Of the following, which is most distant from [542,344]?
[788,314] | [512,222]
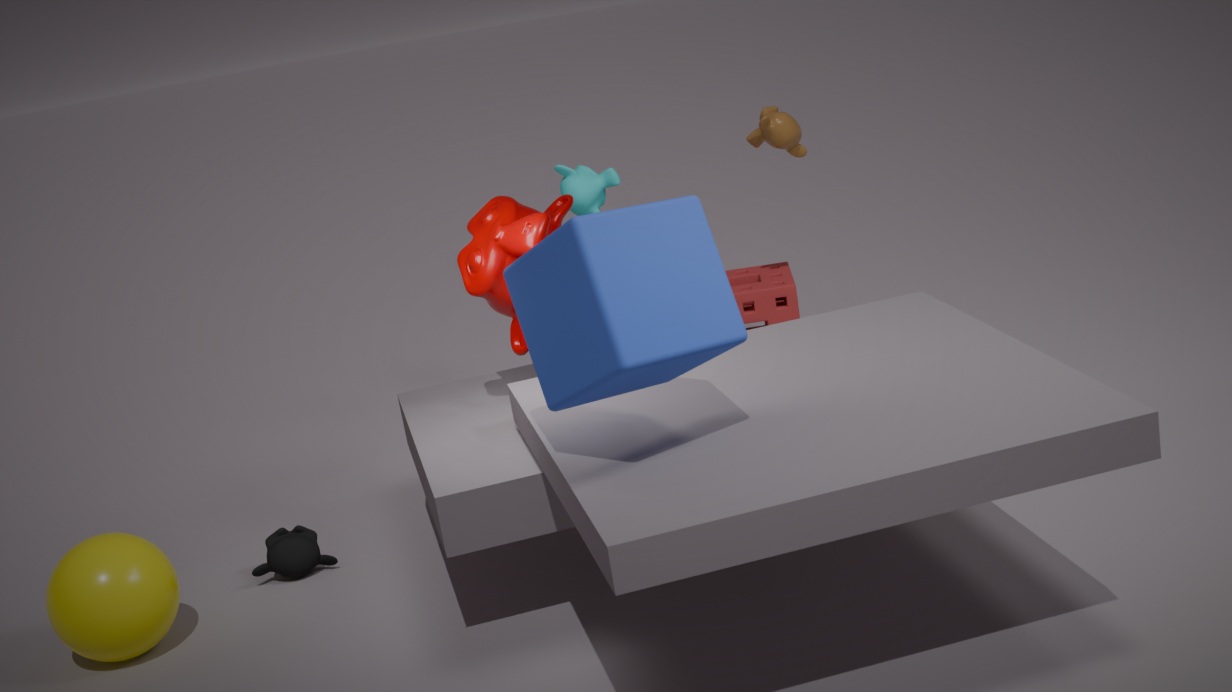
[788,314]
